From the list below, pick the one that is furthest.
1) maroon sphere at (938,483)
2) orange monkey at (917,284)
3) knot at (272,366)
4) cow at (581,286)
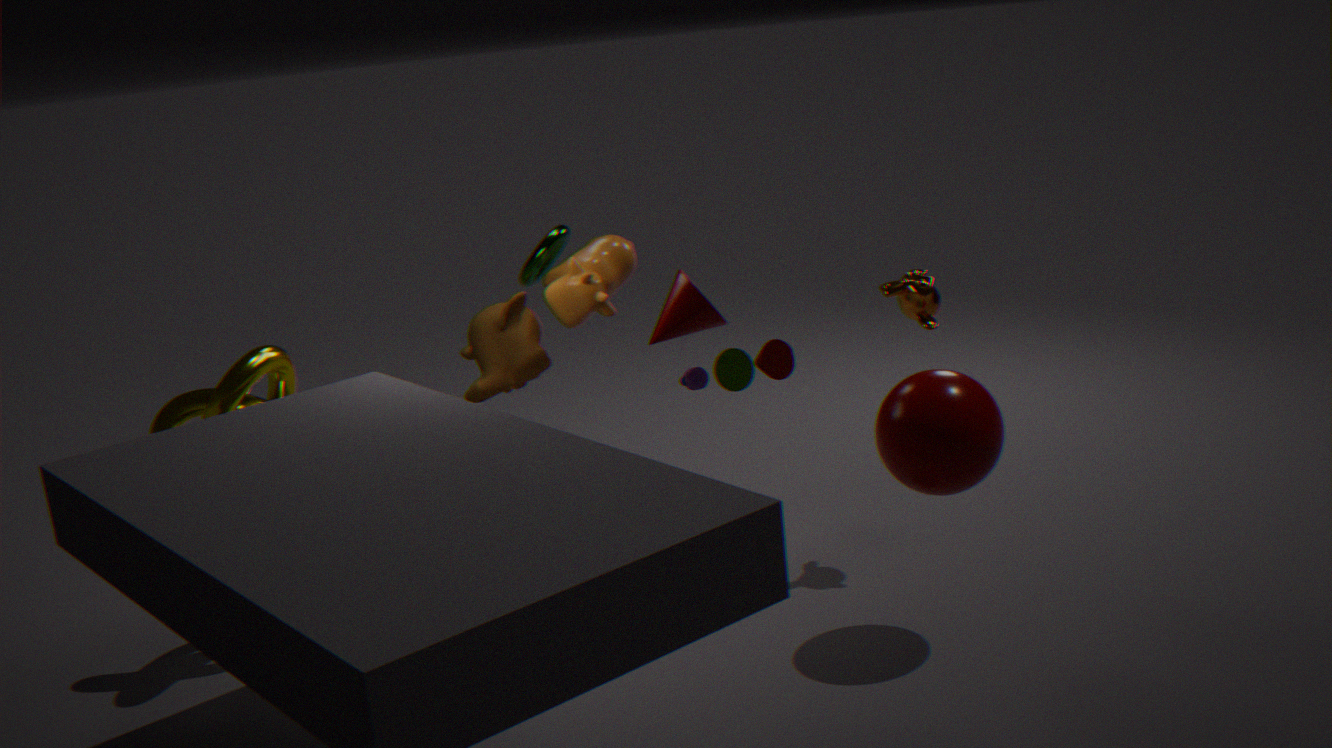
4. cow at (581,286)
